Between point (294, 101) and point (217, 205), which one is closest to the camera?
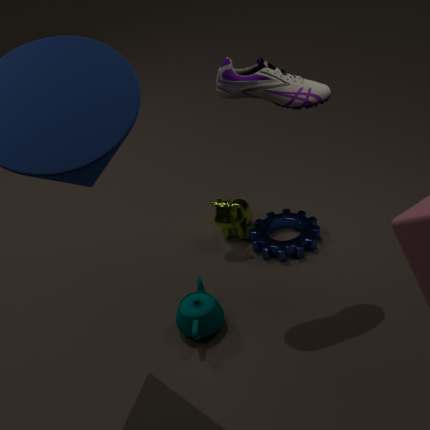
point (294, 101)
